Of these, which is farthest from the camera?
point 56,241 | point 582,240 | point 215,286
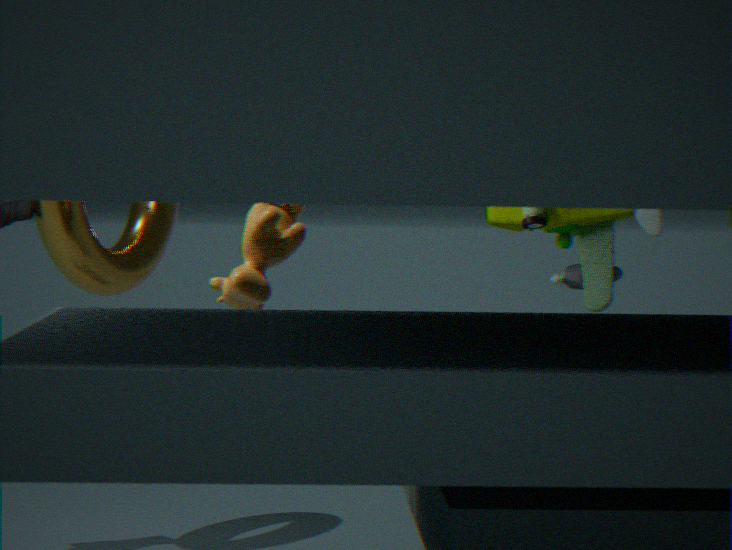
point 582,240
